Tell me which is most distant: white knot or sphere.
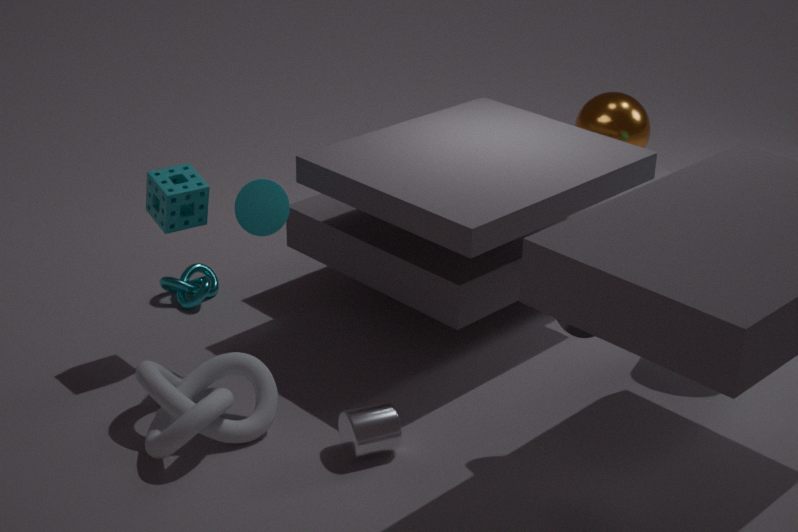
sphere
